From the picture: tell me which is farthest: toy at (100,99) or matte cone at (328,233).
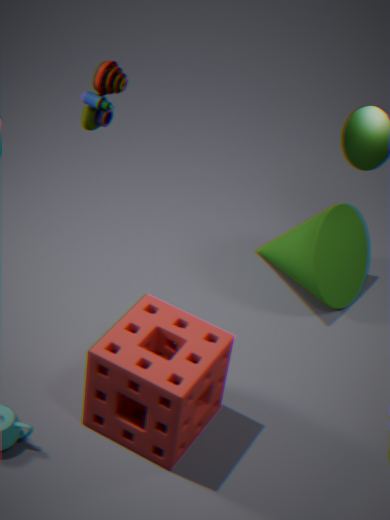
matte cone at (328,233)
